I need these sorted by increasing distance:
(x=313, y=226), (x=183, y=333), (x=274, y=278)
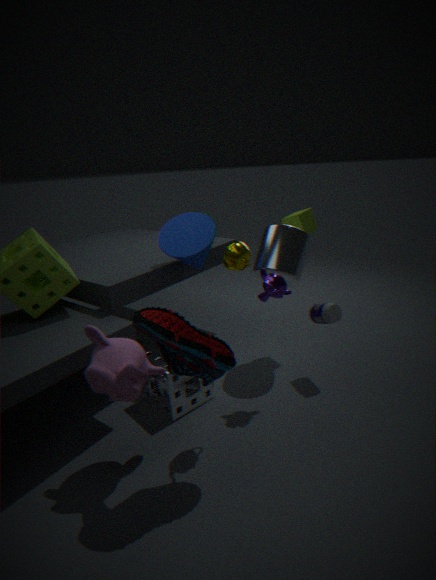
(x=183, y=333), (x=274, y=278), (x=313, y=226)
